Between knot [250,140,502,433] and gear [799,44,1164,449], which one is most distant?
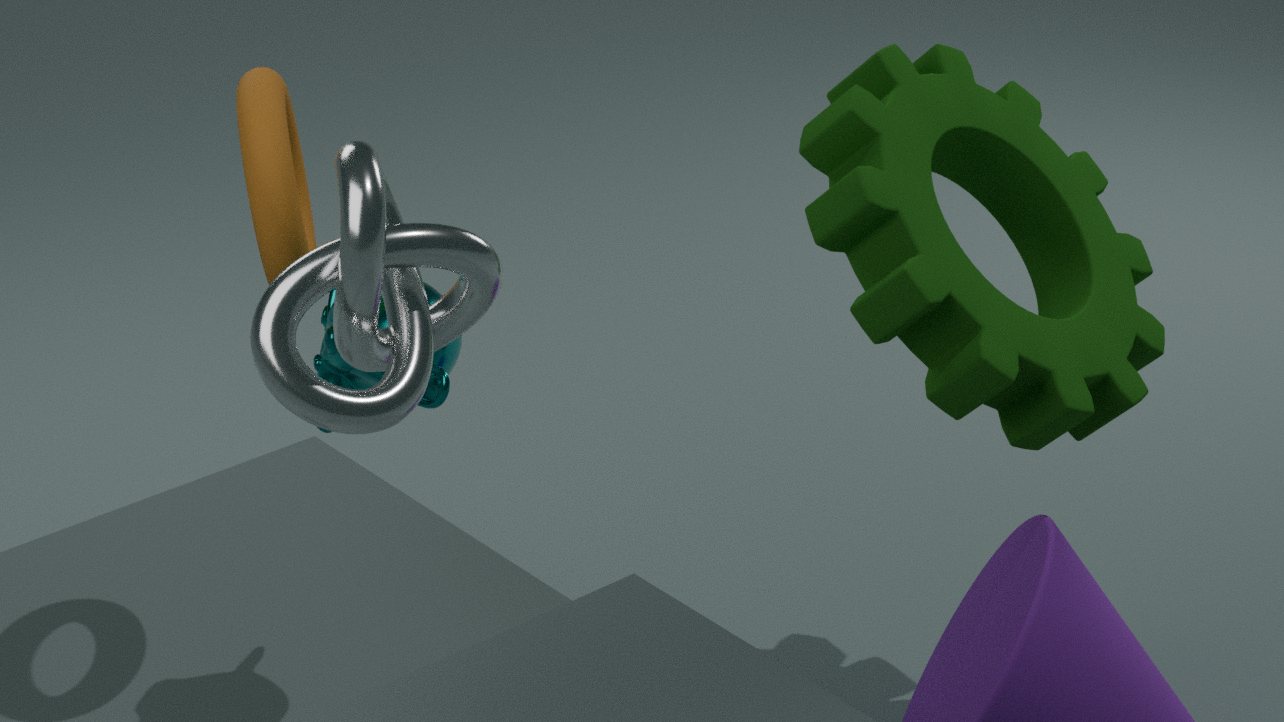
gear [799,44,1164,449]
